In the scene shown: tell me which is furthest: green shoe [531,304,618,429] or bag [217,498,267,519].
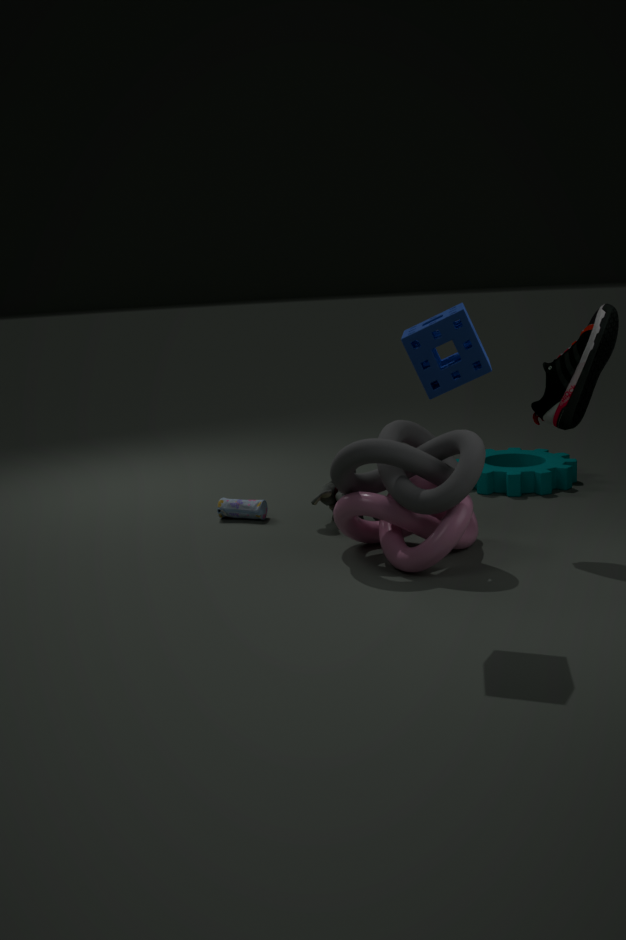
bag [217,498,267,519]
